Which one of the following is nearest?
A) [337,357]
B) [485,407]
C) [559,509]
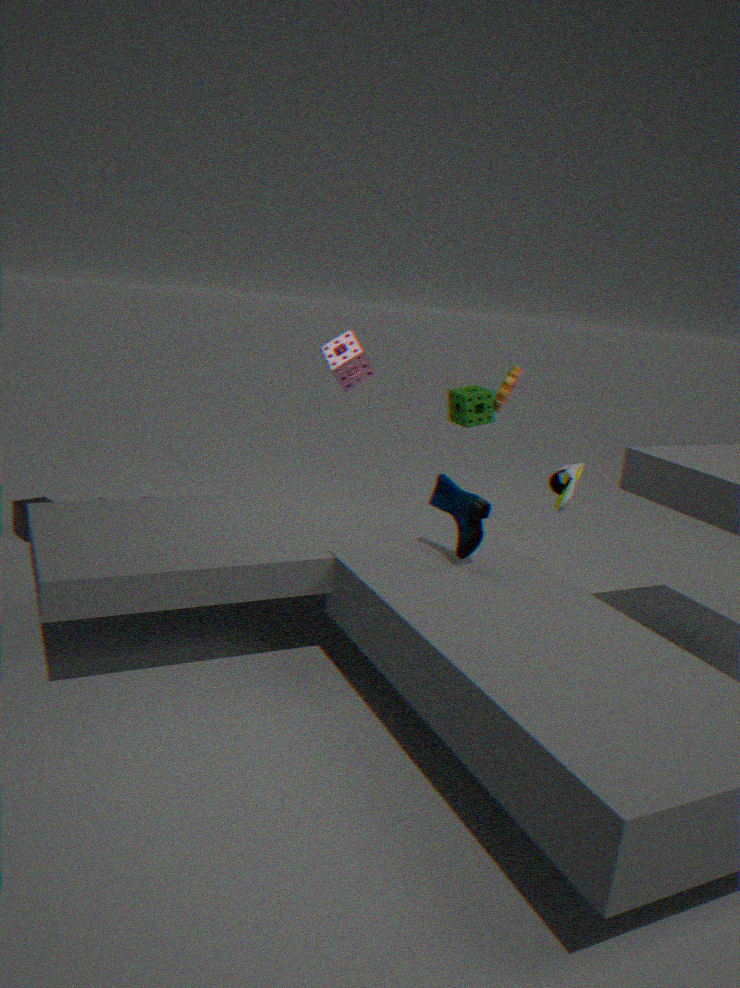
[559,509]
